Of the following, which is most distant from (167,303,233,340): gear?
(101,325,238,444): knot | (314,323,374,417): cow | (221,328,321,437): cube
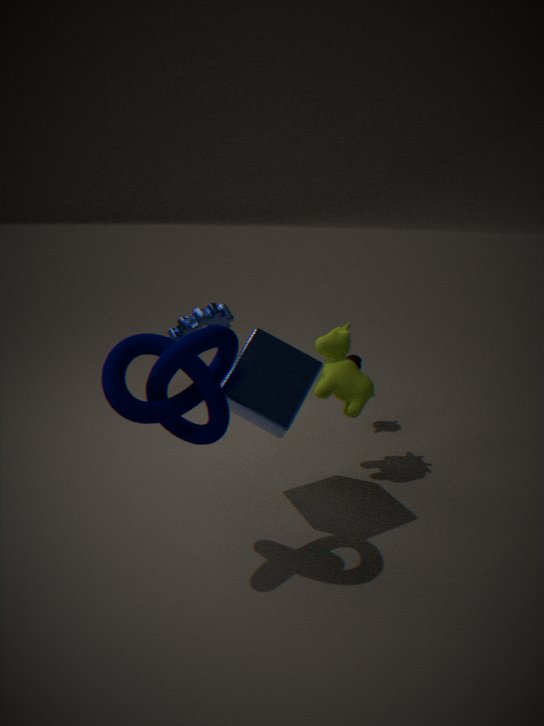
(101,325,238,444): knot
